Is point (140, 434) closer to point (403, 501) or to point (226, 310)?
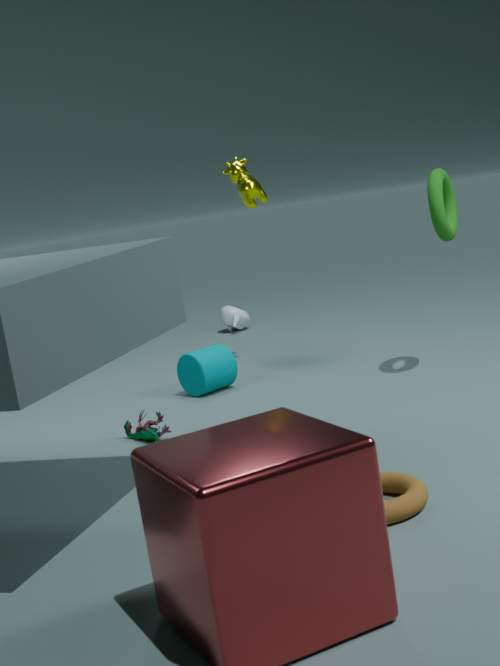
point (403, 501)
